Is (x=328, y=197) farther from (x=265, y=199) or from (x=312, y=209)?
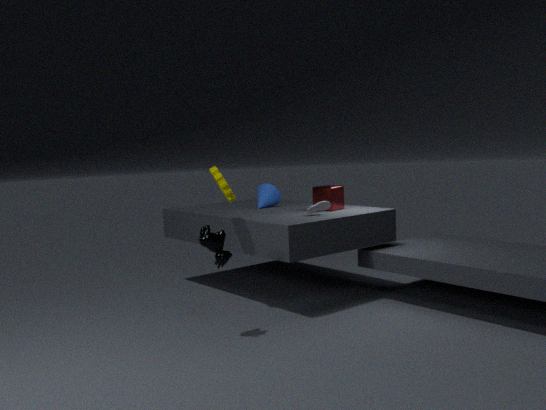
(x=265, y=199)
